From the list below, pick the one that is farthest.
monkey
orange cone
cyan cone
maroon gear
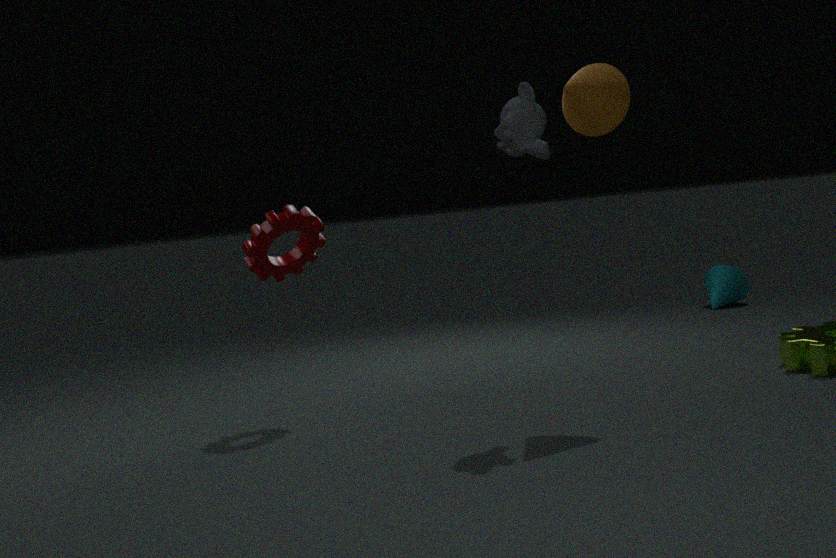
cyan cone
